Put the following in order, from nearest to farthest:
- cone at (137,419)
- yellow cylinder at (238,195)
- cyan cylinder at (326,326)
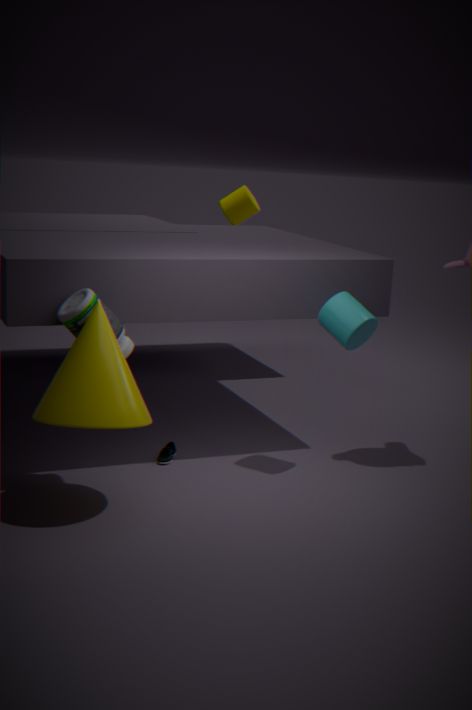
cone at (137,419) → cyan cylinder at (326,326) → yellow cylinder at (238,195)
